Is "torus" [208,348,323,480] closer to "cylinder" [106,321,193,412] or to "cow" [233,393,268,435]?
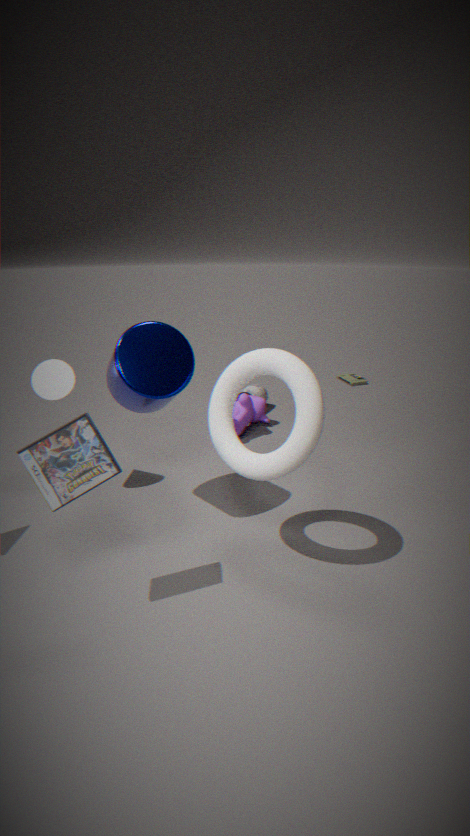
"cylinder" [106,321,193,412]
